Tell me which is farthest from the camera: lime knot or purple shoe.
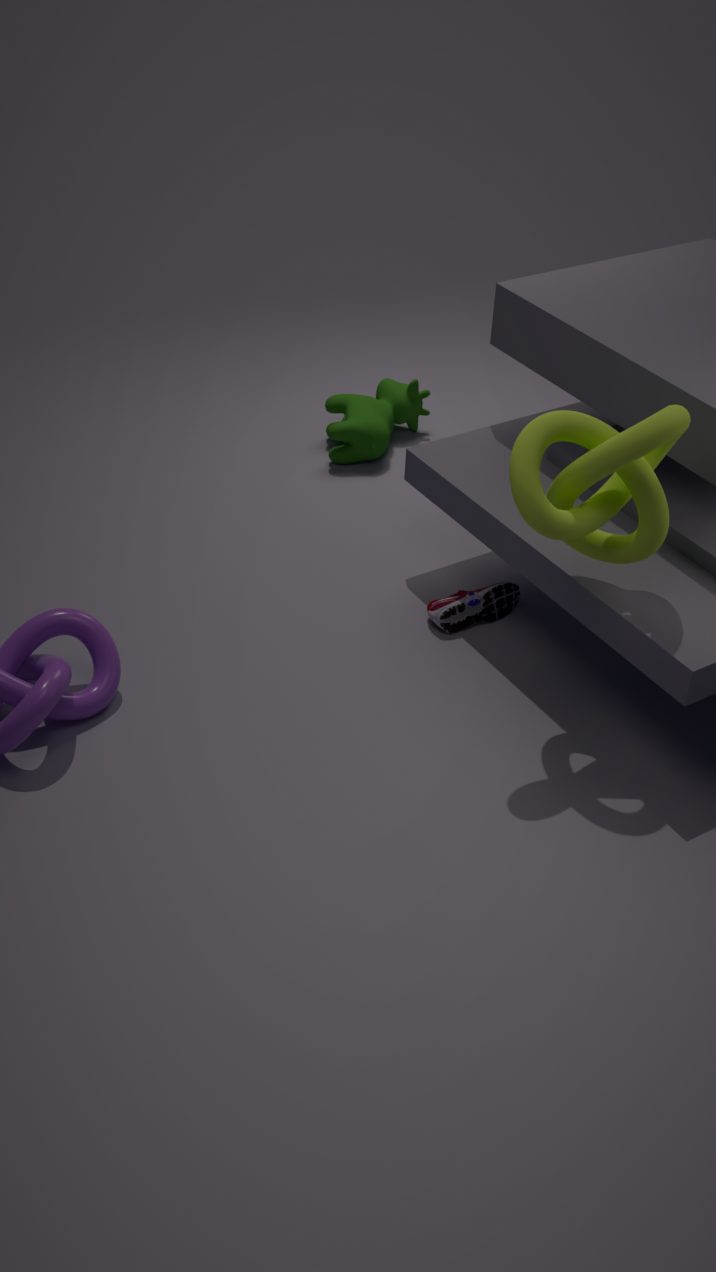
purple shoe
